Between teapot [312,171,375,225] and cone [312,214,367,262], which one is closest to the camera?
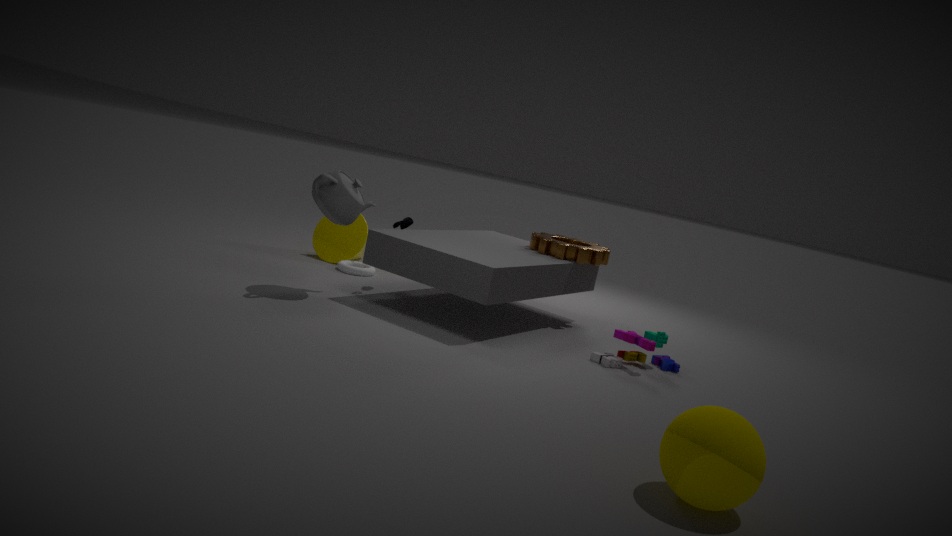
teapot [312,171,375,225]
